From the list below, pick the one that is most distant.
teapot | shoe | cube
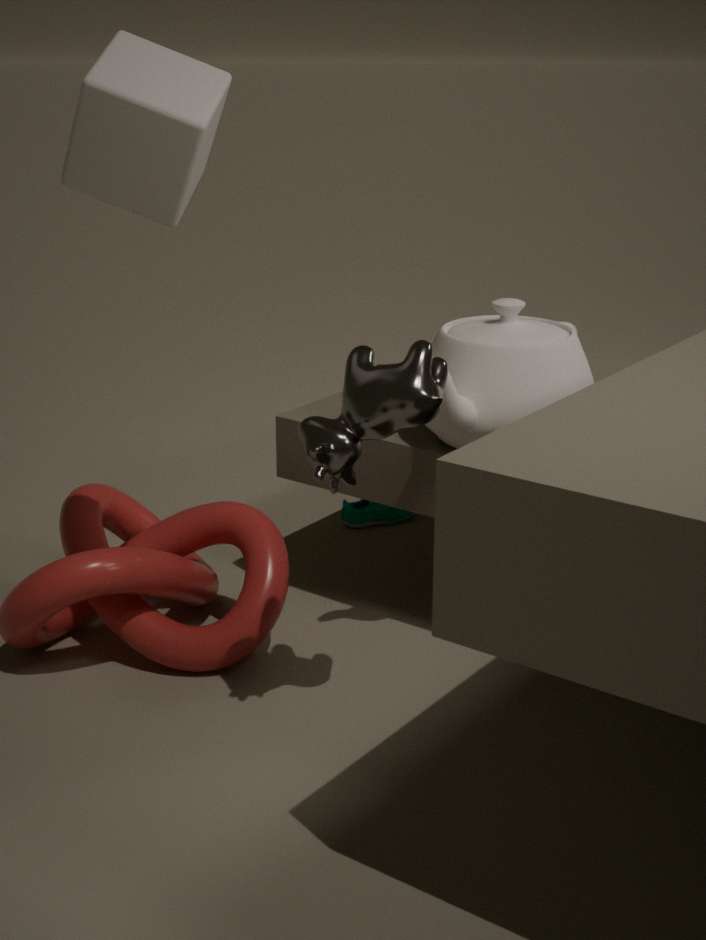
shoe
